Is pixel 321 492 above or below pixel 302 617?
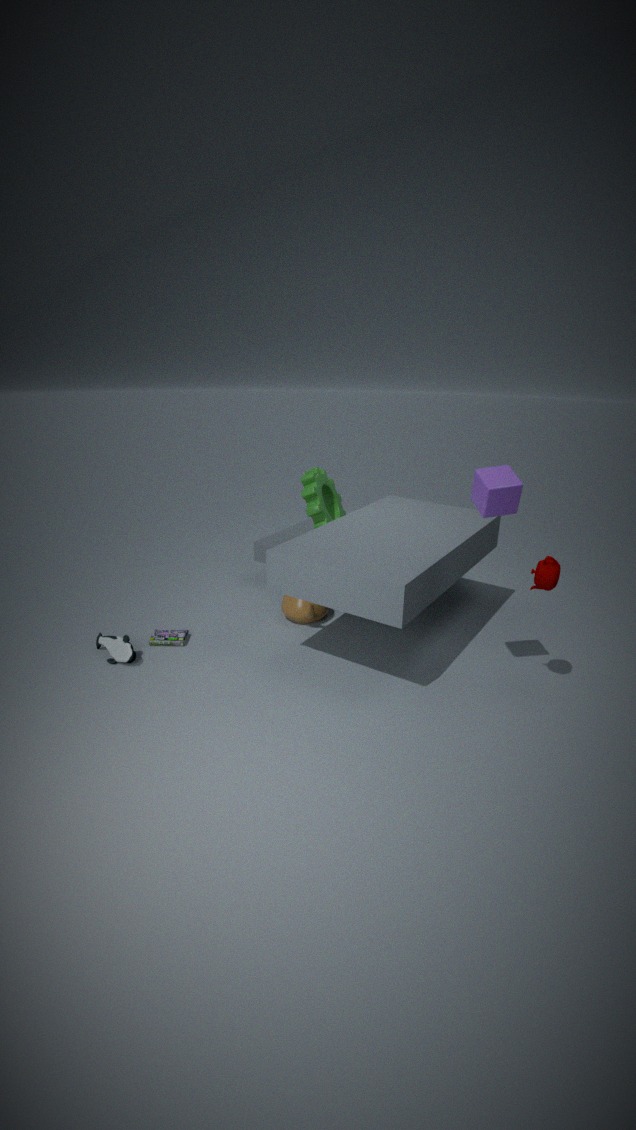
above
